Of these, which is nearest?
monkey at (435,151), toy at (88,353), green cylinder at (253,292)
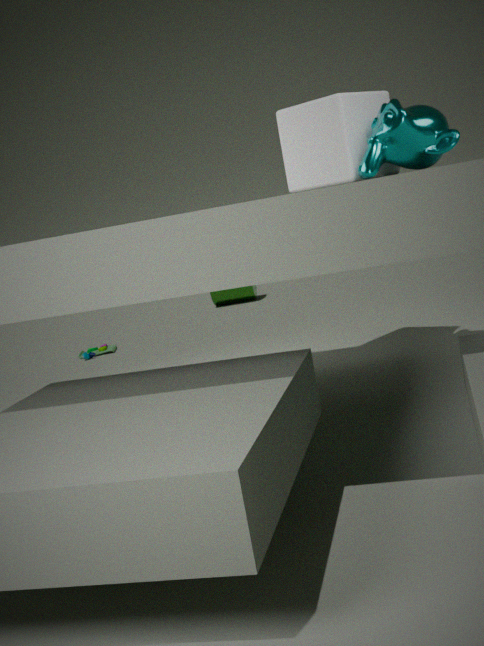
monkey at (435,151)
